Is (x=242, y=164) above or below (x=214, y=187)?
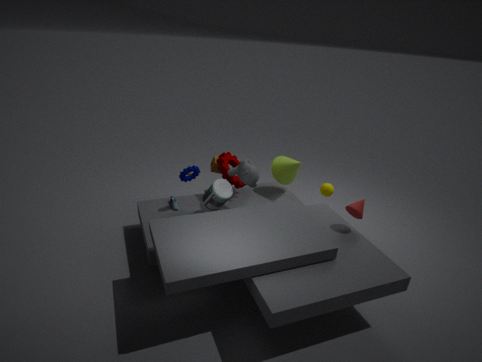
above
